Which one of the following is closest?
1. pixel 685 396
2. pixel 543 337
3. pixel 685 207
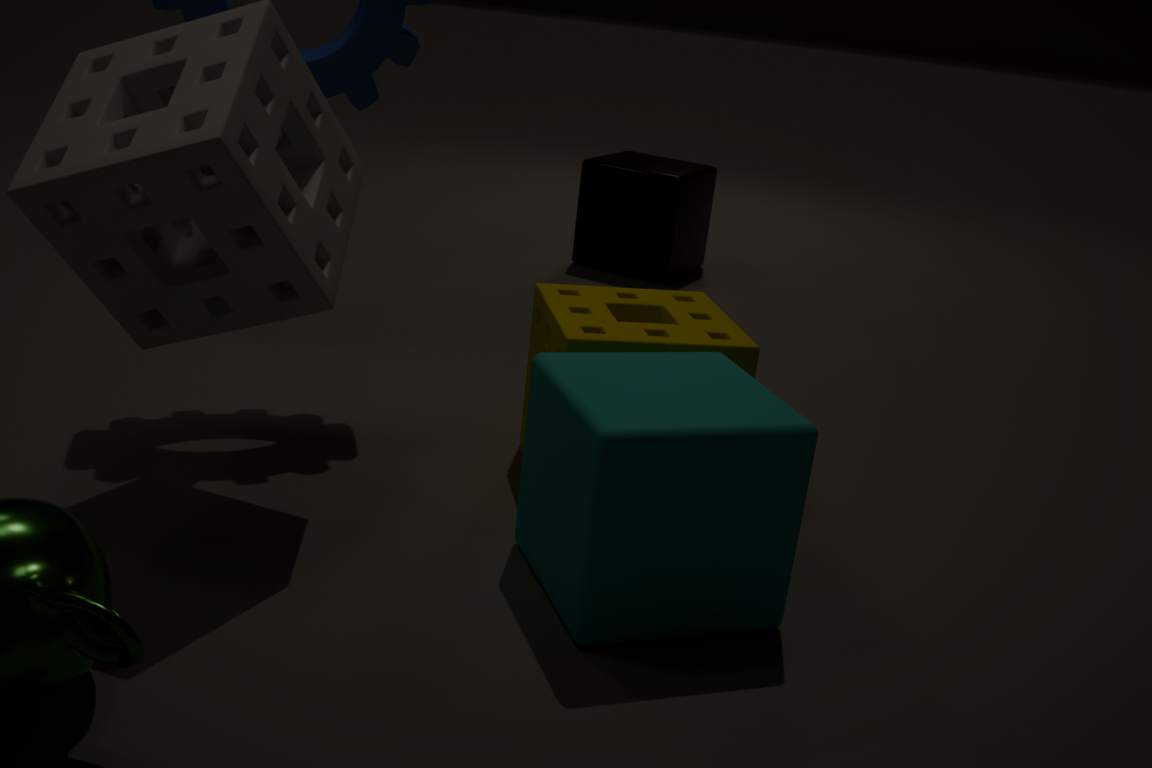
pixel 685 396
